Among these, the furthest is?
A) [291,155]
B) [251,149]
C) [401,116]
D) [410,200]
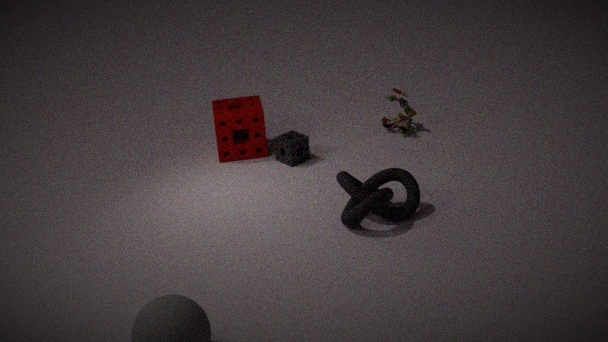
C
